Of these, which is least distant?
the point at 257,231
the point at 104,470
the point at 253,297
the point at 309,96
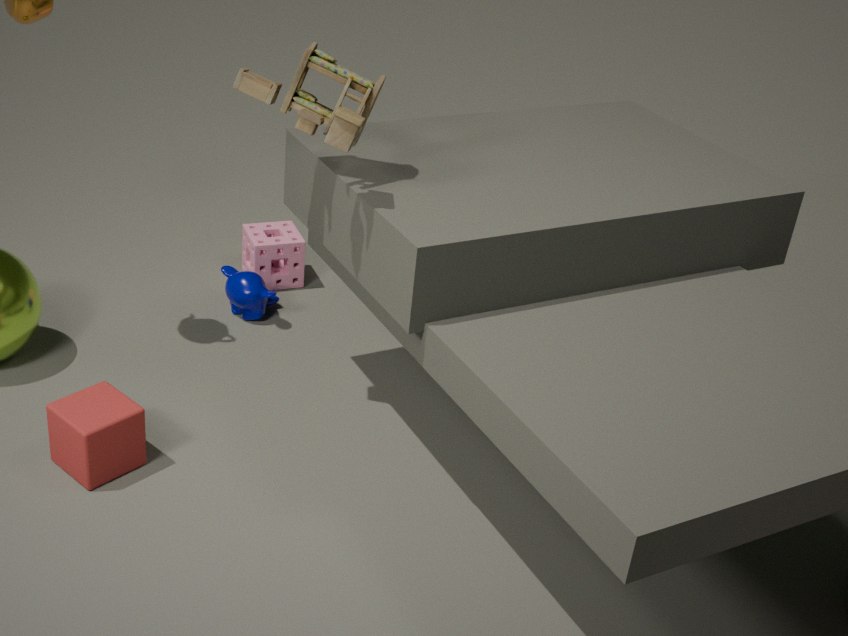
the point at 309,96
